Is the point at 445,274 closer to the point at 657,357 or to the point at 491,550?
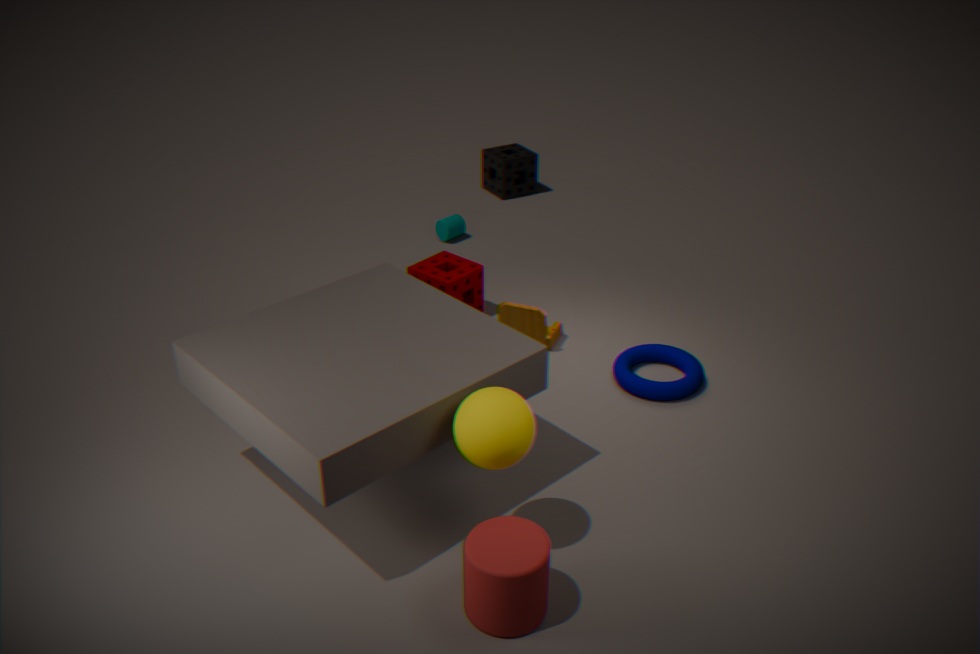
the point at 657,357
